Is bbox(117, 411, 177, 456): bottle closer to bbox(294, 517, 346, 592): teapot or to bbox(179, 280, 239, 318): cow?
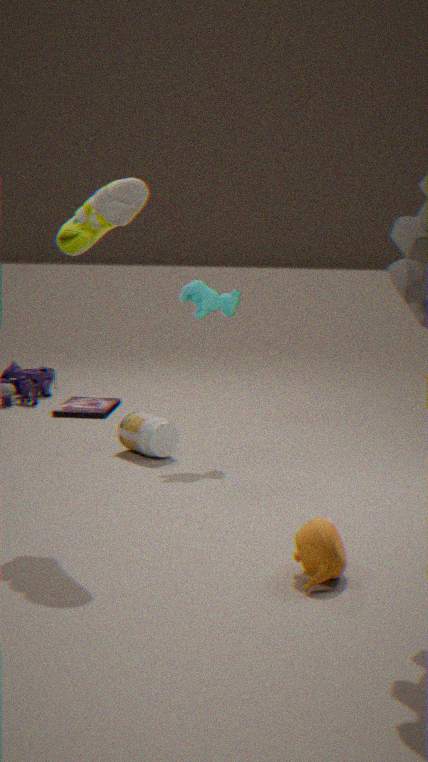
bbox(179, 280, 239, 318): cow
